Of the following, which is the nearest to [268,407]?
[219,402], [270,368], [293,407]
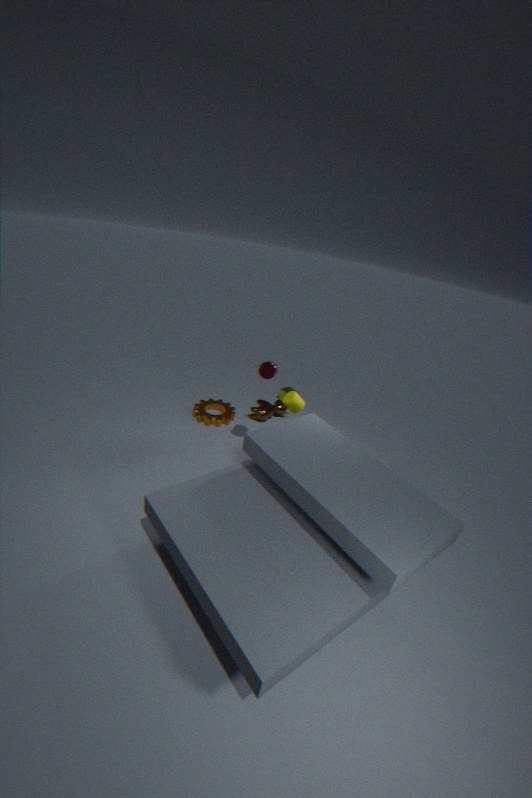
[219,402]
